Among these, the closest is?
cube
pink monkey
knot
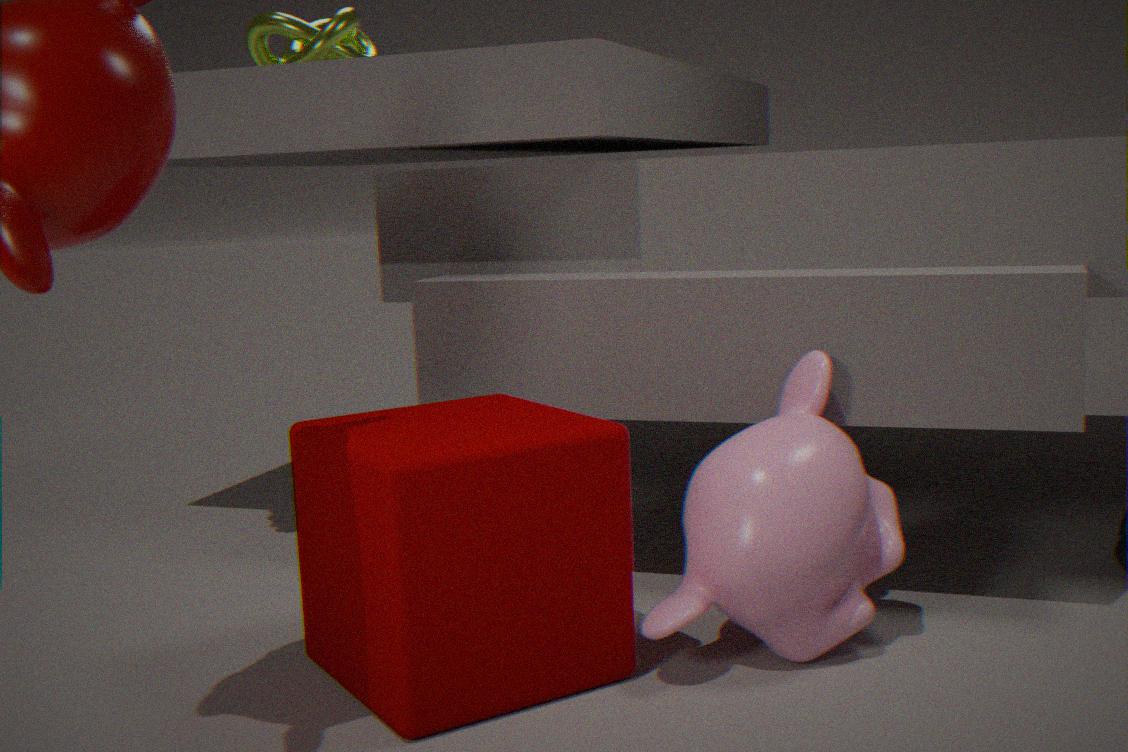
cube
